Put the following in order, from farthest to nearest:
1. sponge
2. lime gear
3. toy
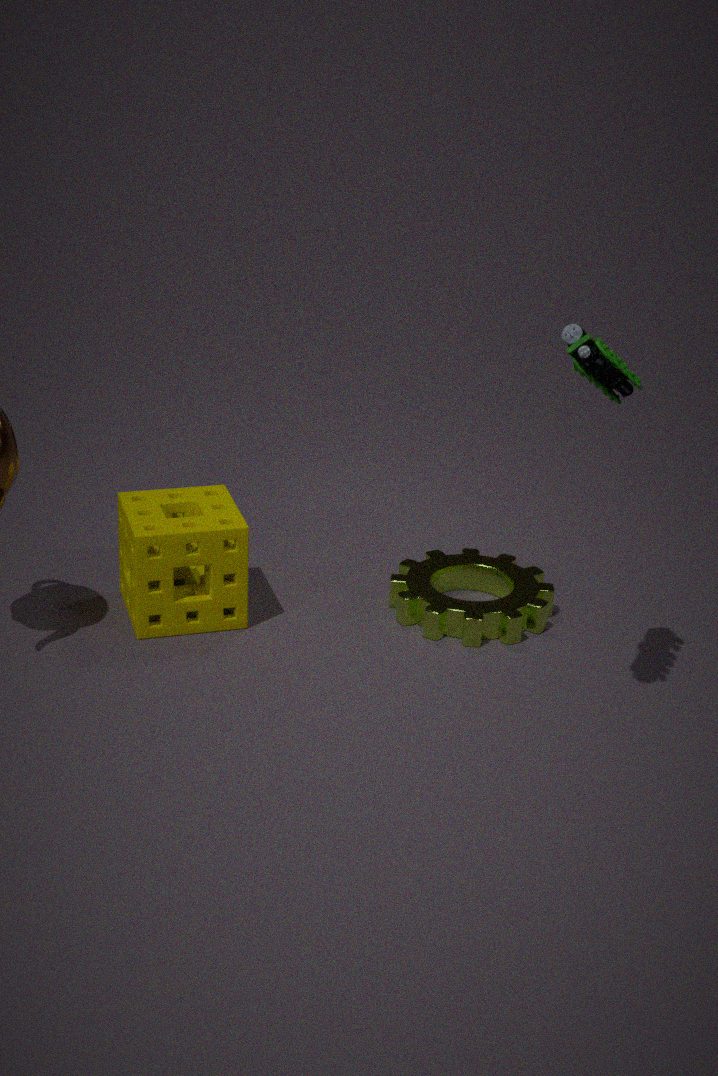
lime gear < sponge < toy
